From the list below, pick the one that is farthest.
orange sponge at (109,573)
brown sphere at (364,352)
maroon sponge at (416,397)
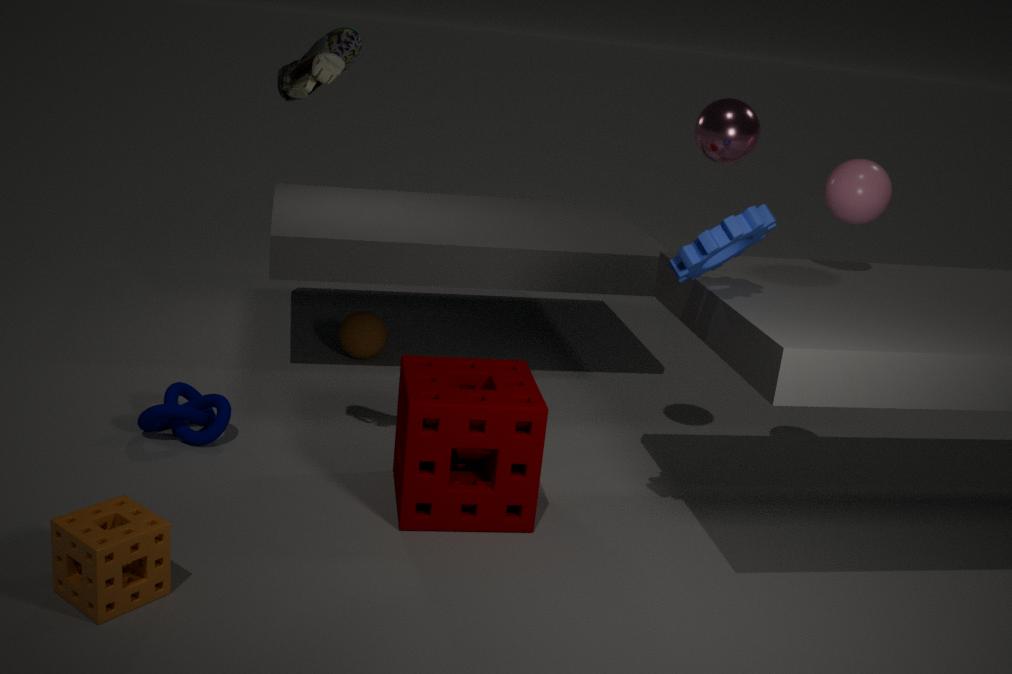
brown sphere at (364,352)
